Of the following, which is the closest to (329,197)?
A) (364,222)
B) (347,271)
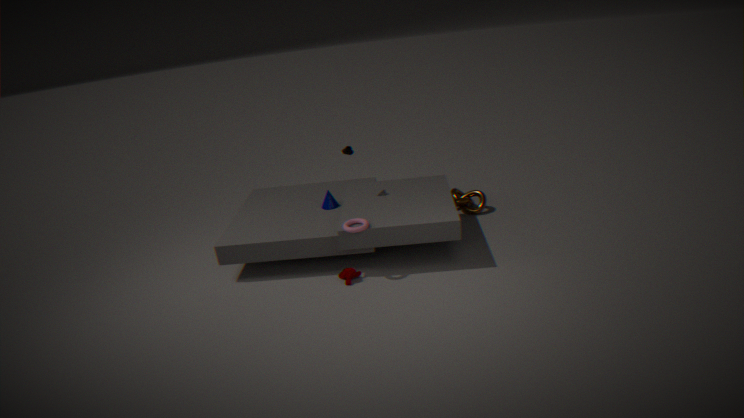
(364,222)
